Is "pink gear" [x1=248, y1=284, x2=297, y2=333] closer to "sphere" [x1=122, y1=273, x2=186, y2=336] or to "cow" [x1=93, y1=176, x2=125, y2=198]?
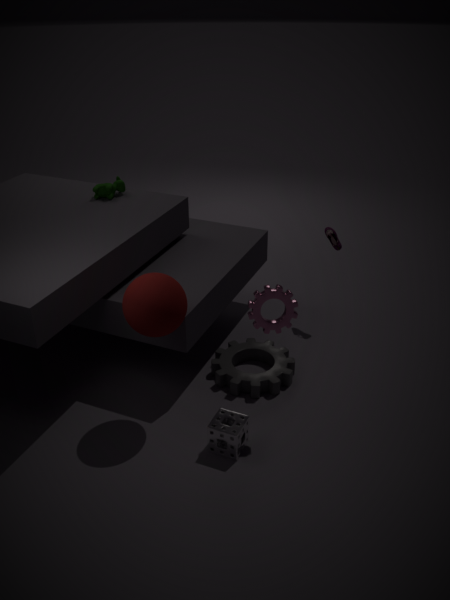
"sphere" [x1=122, y1=273, x2=186, y2=336]
